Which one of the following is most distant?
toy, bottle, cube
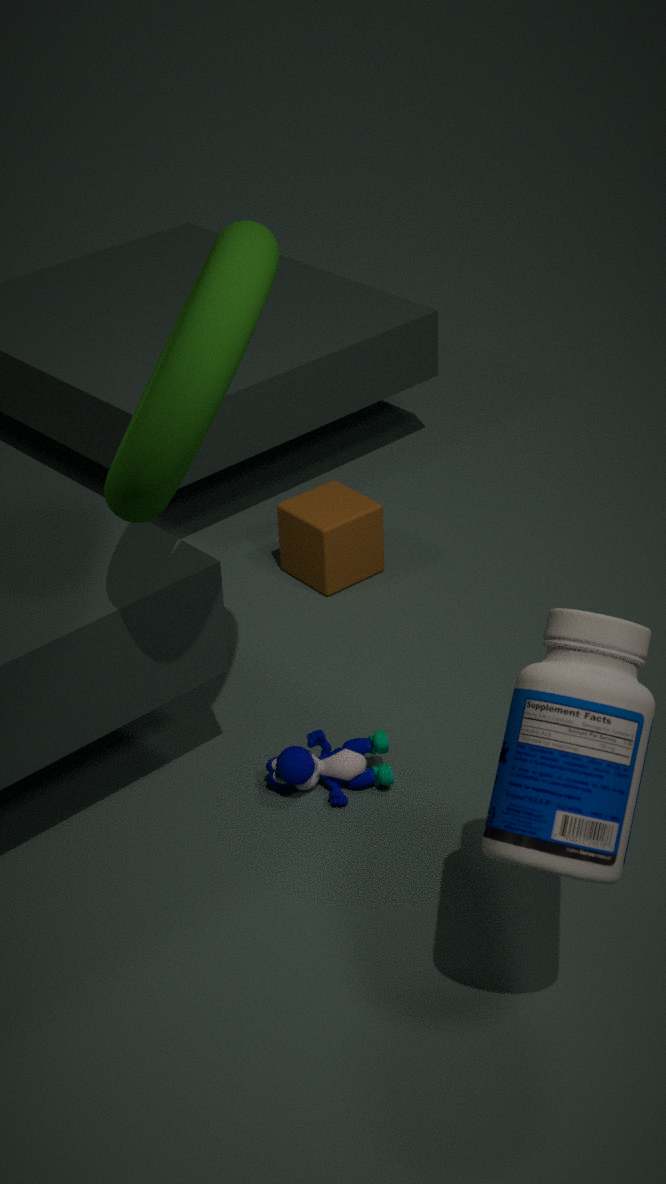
cube
